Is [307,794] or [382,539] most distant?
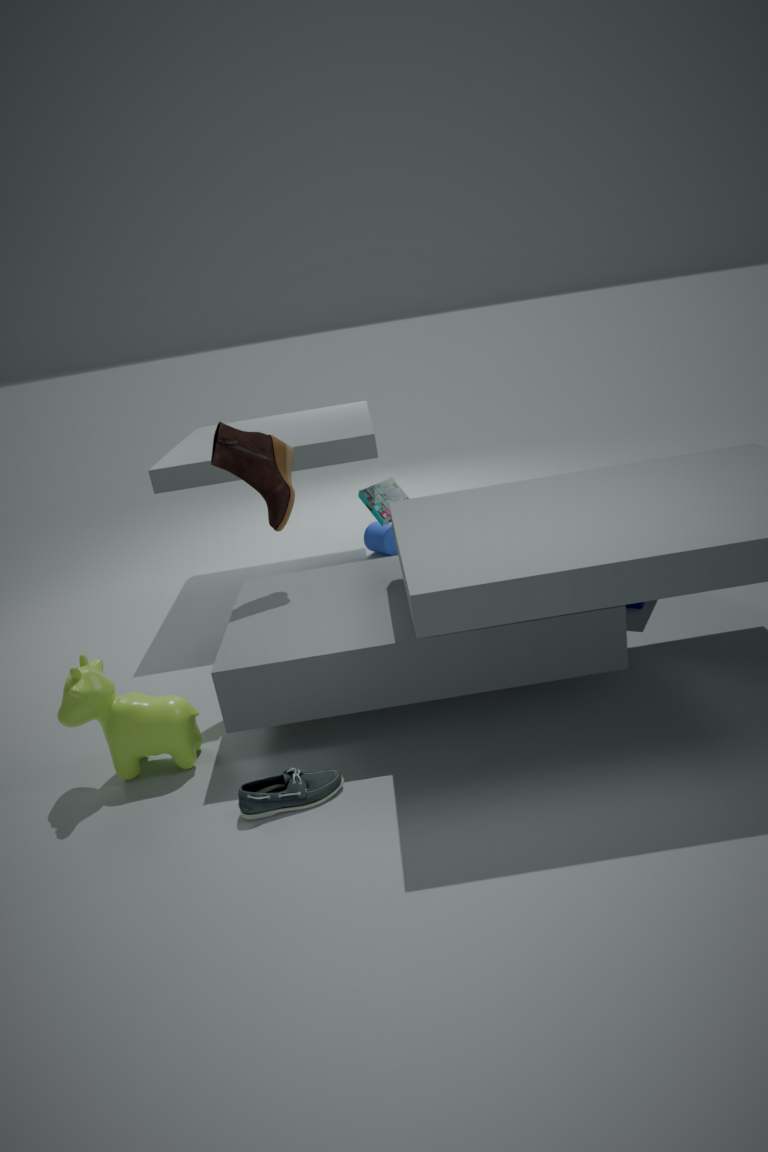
[382,539]
